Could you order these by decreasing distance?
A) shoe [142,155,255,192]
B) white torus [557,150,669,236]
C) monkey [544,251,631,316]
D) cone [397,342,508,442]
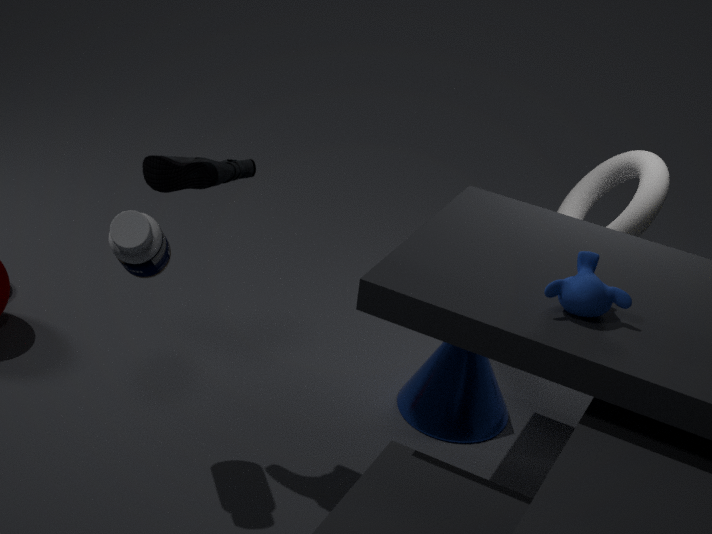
cone [397,342,508,442]
white torus [557,150,669,236]
shoe [142,155,255,192]
monkey [544,251,631,316]
